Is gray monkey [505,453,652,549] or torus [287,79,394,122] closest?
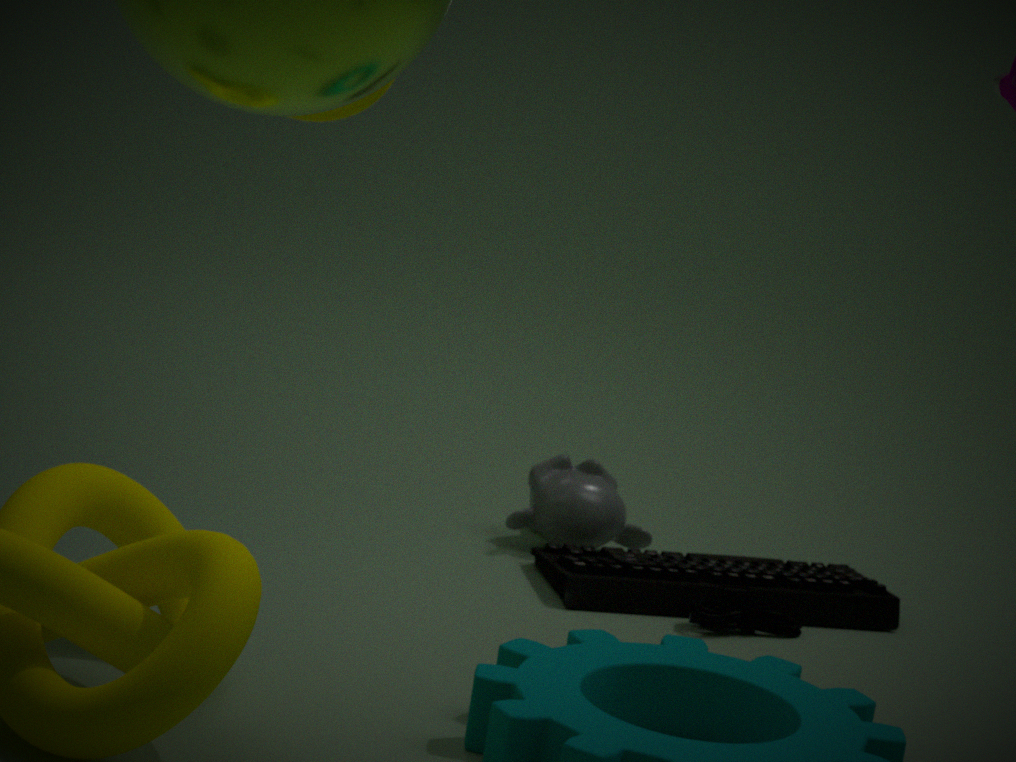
torus [287,79,394,122]
